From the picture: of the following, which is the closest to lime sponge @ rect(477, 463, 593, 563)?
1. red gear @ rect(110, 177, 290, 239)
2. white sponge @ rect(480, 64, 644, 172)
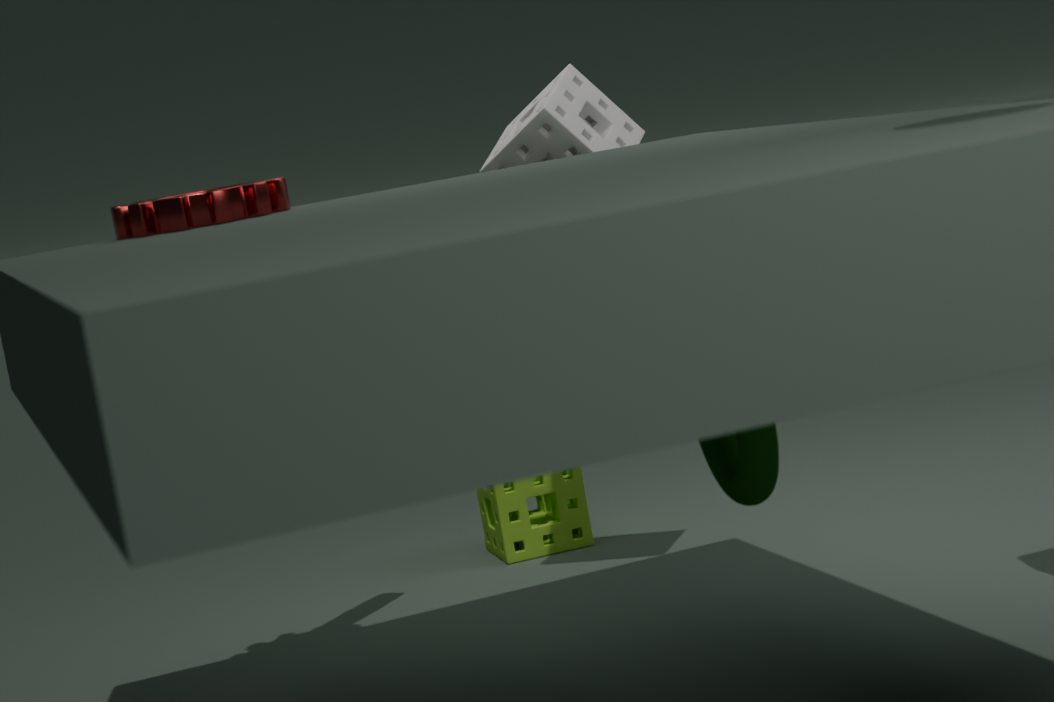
white sponge @ rect(480, 64, 644, 172)
